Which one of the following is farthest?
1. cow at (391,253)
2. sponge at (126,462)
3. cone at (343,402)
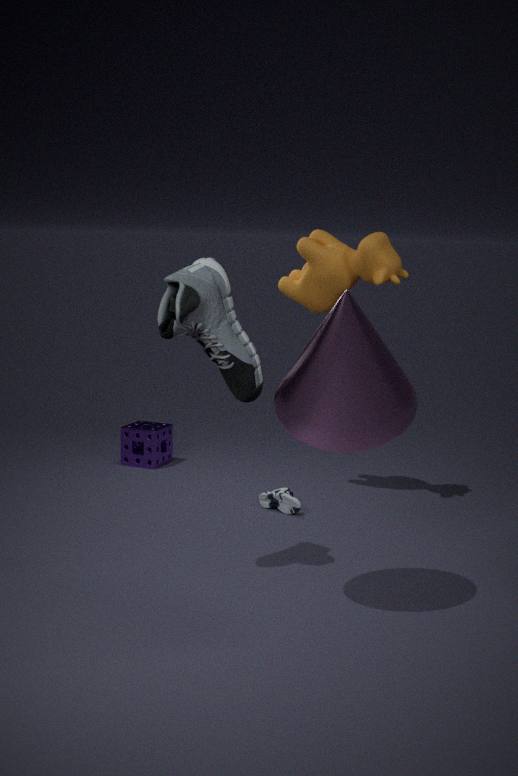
sponge at (126,462)
